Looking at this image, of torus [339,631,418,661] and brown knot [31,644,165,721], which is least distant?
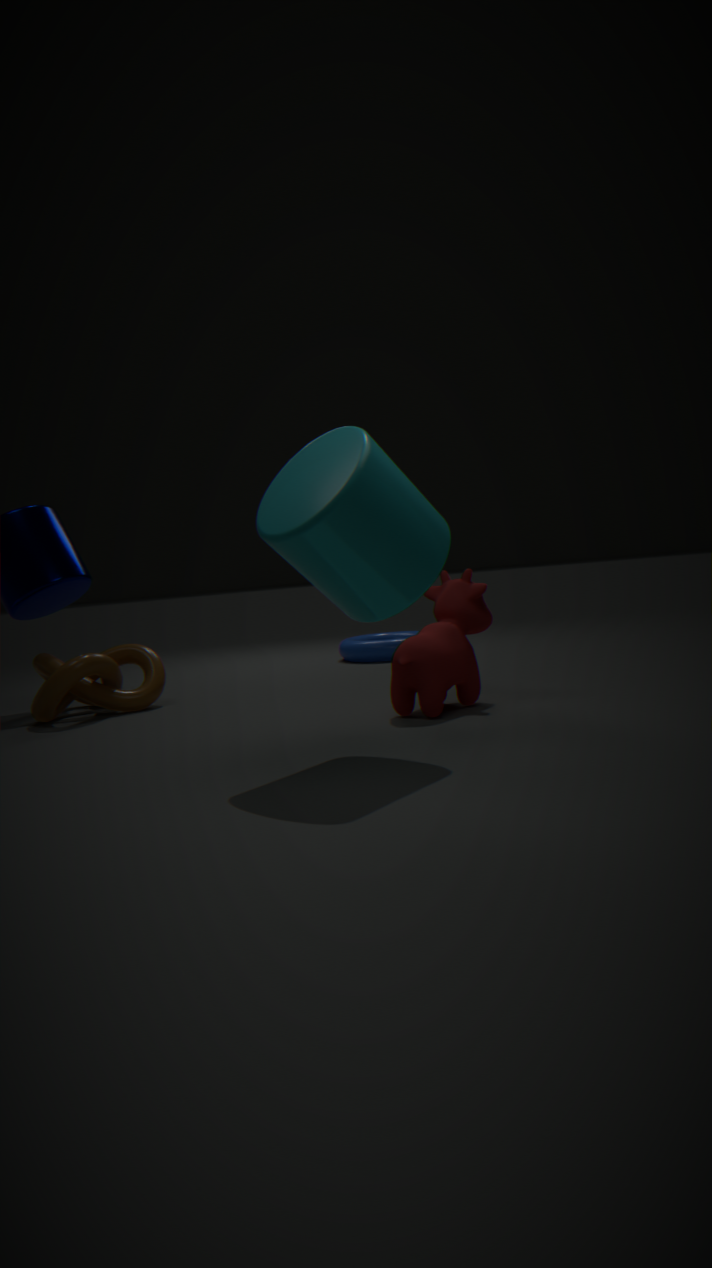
brown knot [31,644,165,721]
